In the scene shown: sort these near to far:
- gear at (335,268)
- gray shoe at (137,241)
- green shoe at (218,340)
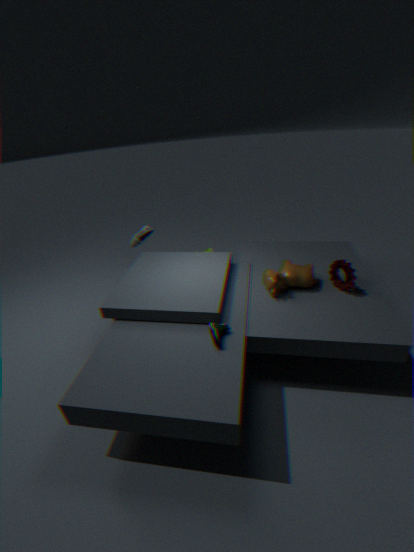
green shoe at (218,340), gear at (335,268), gray shoe at (137,241)
